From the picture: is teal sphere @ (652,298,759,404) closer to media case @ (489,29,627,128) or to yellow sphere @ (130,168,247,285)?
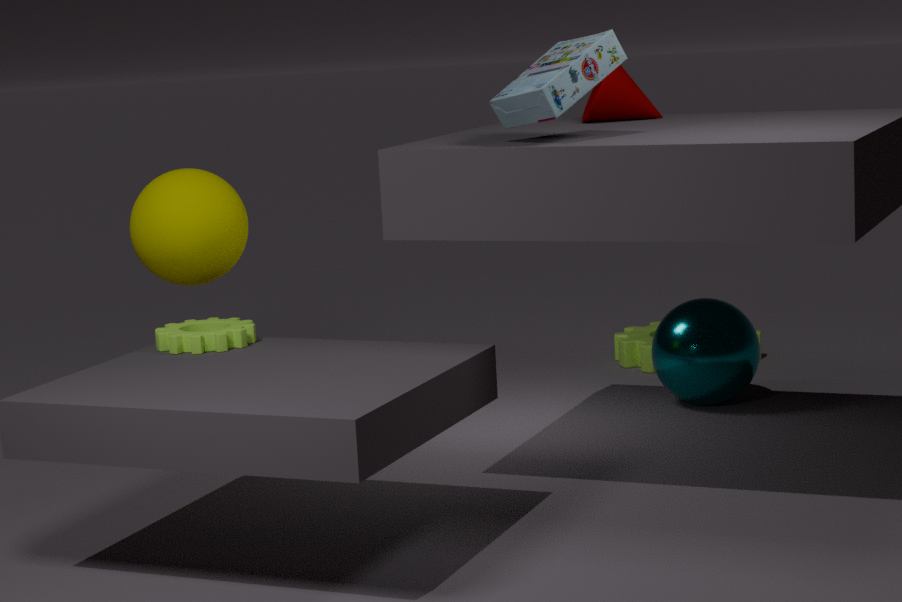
media case @ (489,29,627,128)
